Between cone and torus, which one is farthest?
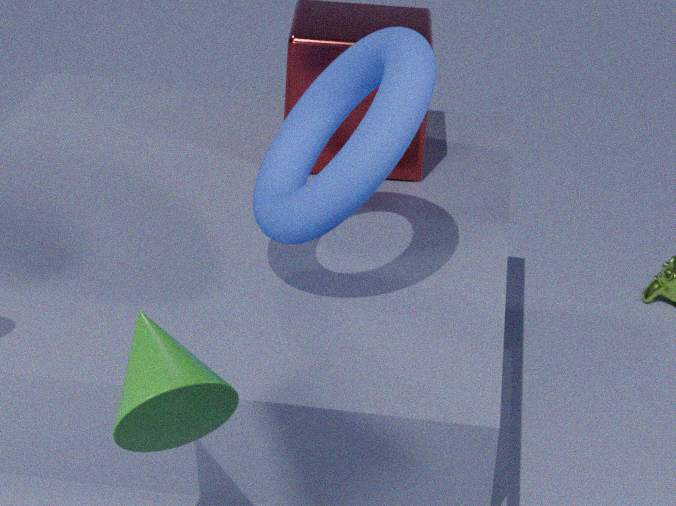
torus
